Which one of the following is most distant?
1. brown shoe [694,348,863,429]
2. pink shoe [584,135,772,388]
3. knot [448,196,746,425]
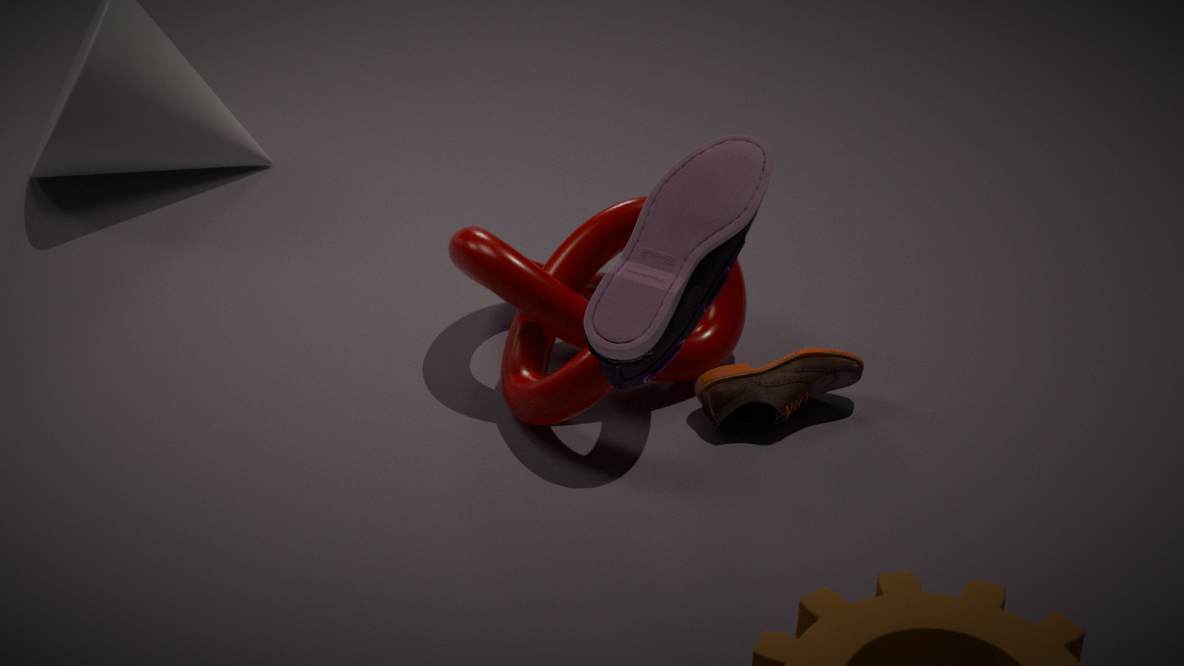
brown shoe [694,348,863,429]
